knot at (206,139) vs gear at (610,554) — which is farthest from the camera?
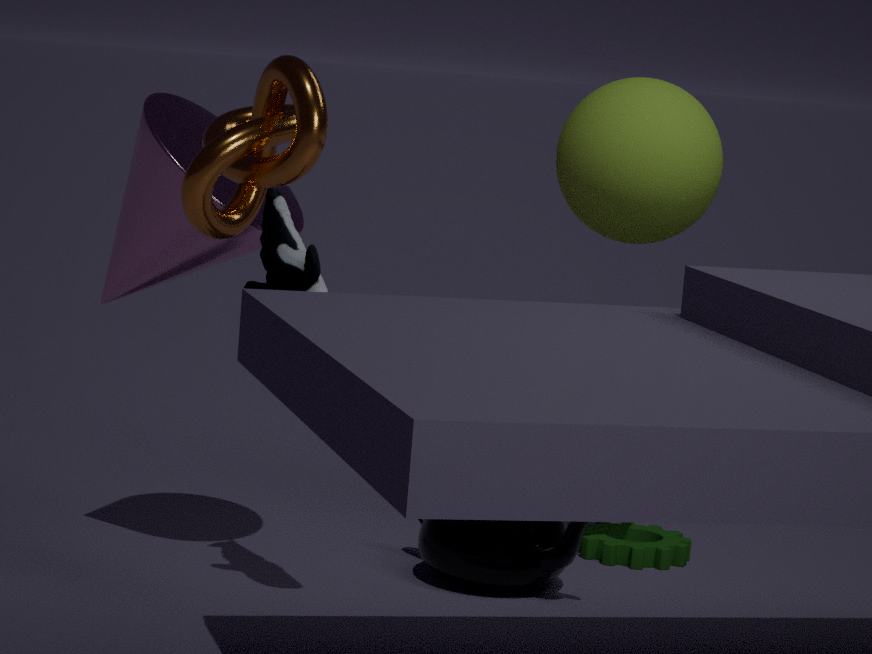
gear at (610,554)
